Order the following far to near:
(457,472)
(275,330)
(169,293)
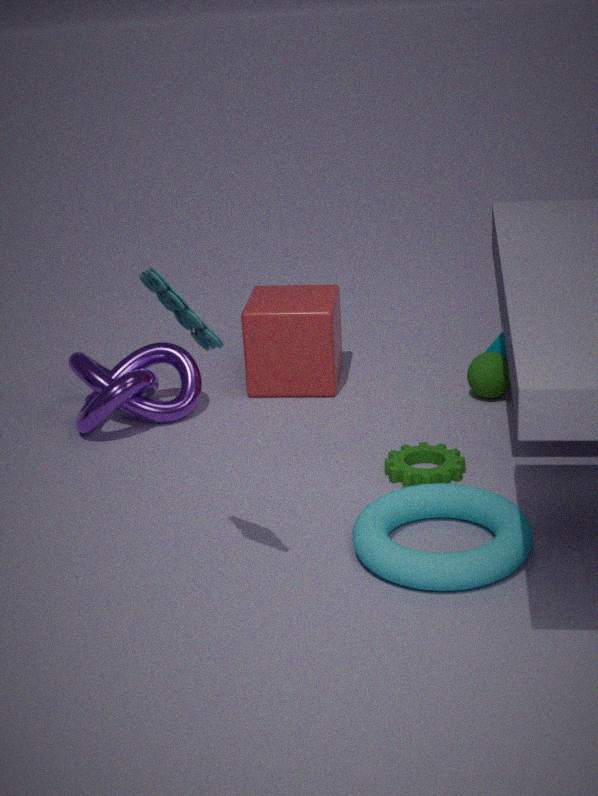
(275,330)
(457,472)
(169,293)
